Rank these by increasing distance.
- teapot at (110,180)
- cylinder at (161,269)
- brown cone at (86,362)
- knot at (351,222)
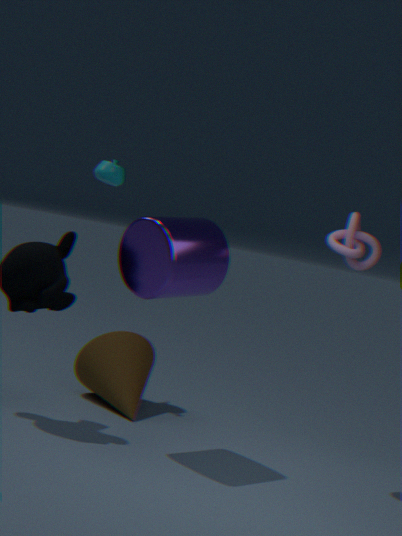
1. cylinder at (161,269)
2. knot at (351,222)
3. brown cone at (86,362)
4. teapot at (110,180)
